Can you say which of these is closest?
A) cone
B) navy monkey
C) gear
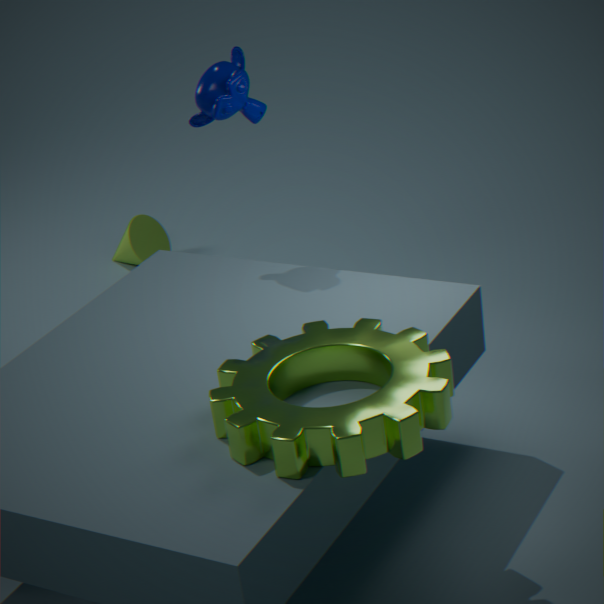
C. gear
